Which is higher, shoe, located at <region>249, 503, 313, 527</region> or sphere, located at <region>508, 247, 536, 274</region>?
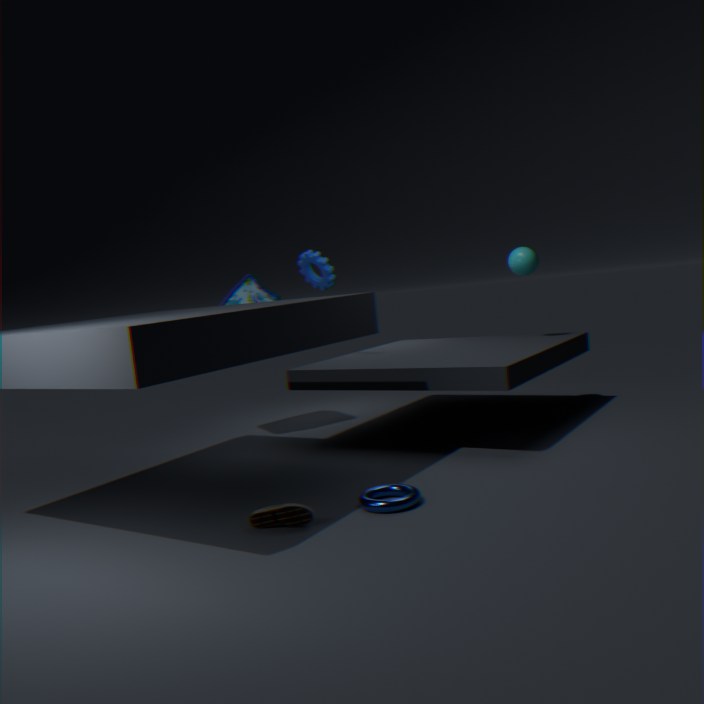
sphere, located at <region>508, 247, 536, 274</region>
